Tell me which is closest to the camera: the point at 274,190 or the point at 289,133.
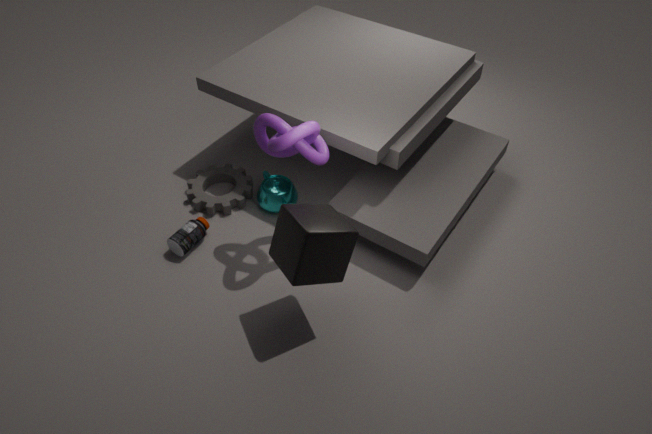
the point at 289,133
